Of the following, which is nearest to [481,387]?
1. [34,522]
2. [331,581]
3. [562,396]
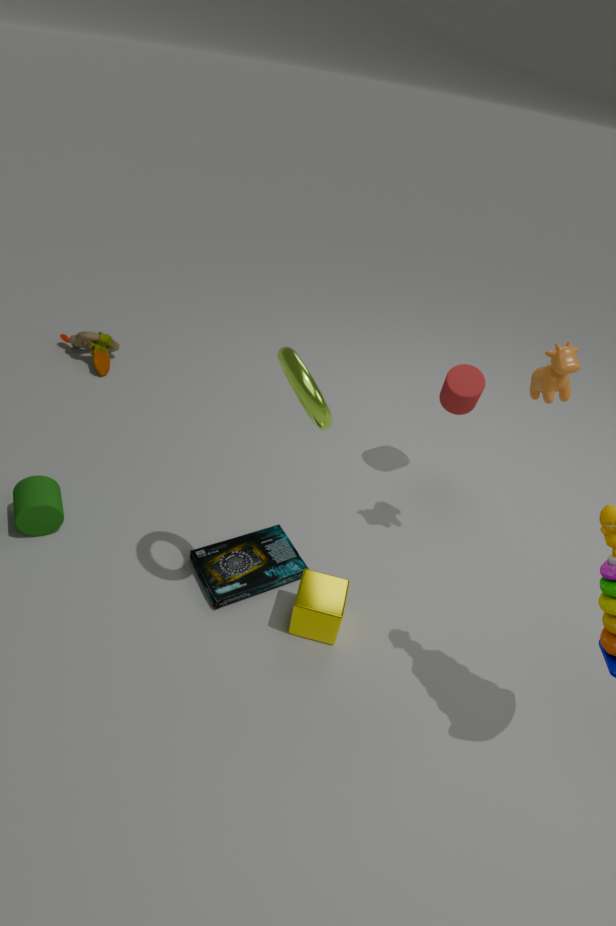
[562,396]
